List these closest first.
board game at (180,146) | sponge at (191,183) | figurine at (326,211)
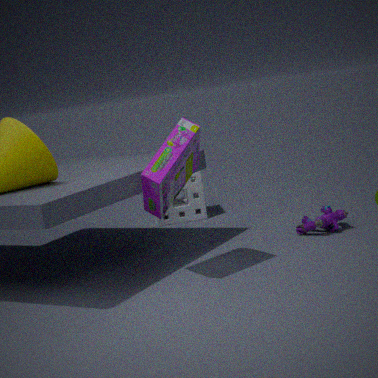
1. board game at (180,146)
2. figurine at (326,211)
3. sponge at (191,183)
